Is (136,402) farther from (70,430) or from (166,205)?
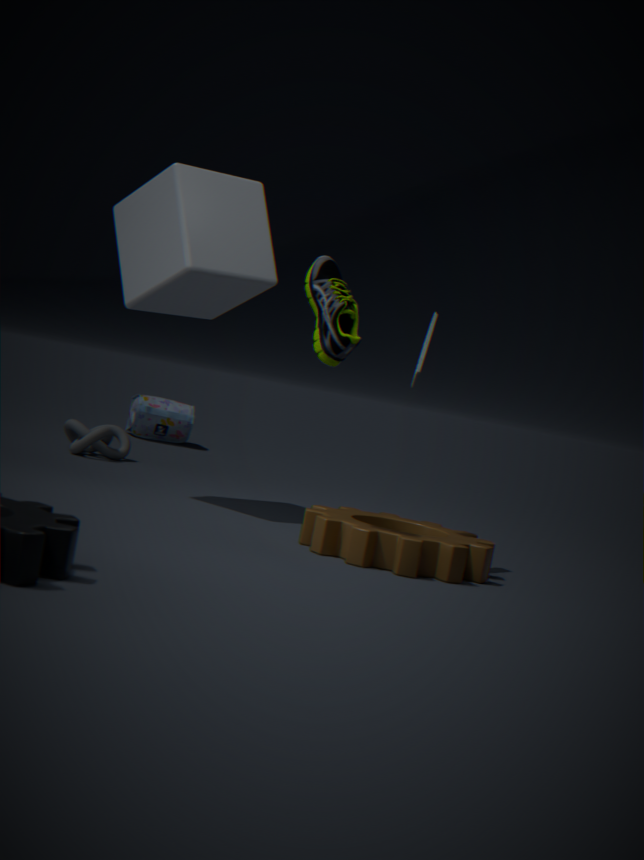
(166,205)
